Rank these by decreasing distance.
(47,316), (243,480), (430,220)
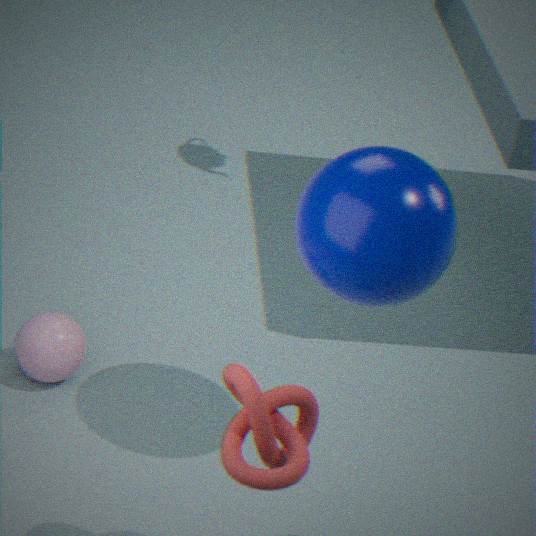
1. (47,316)
2. (430,220)
3. (243,480)
